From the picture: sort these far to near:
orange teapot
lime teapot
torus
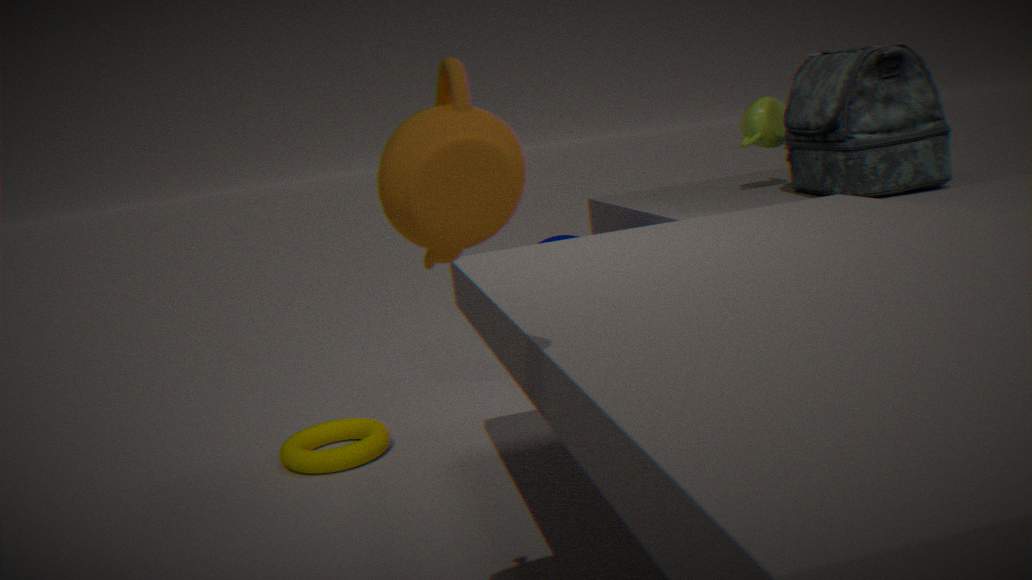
lime teapot, torus, orange teapot
